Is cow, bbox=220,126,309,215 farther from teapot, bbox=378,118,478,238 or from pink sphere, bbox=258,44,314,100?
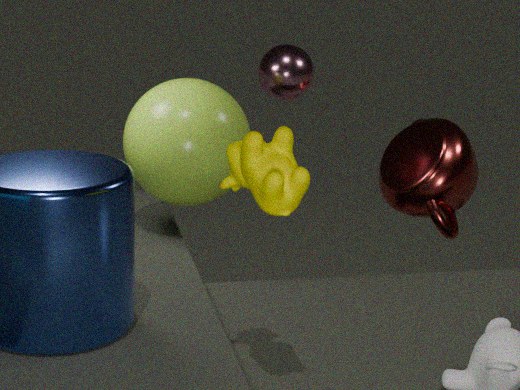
teapot, bbox=378,118,478,238
